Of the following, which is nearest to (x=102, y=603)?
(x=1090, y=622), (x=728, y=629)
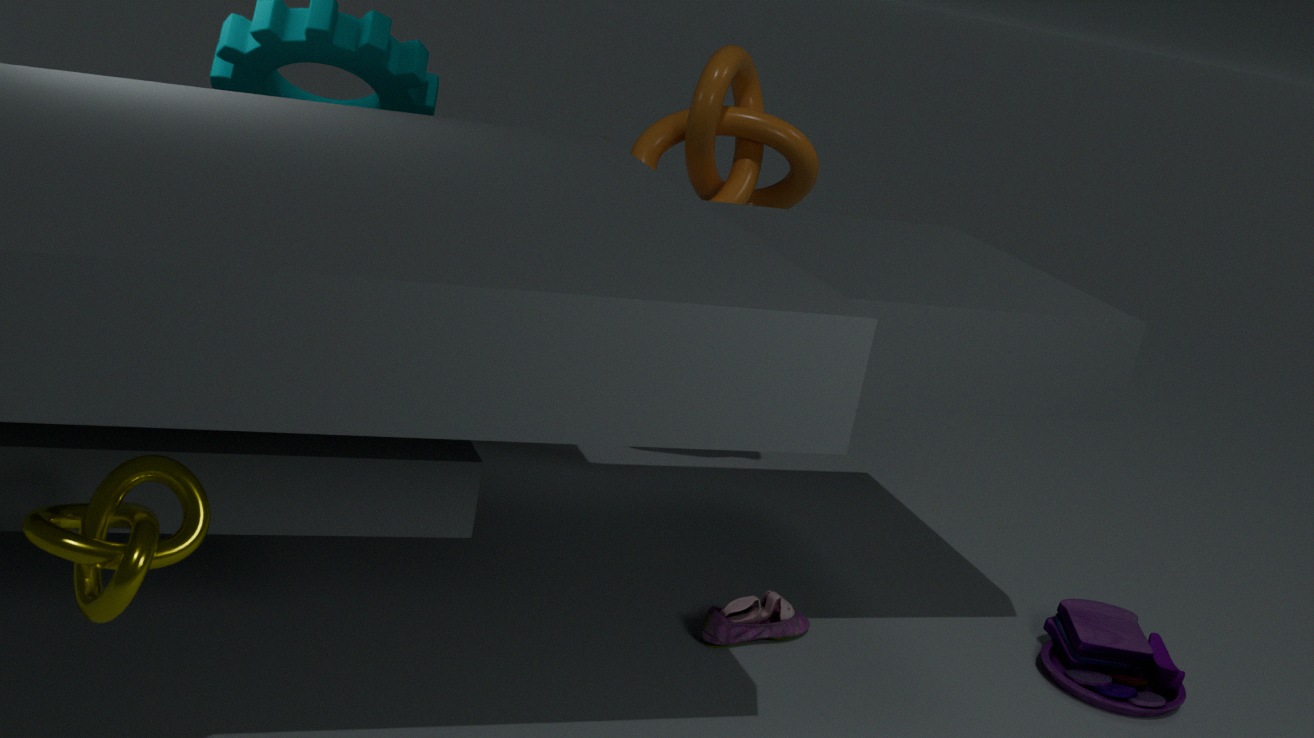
(x=728, y=629)
